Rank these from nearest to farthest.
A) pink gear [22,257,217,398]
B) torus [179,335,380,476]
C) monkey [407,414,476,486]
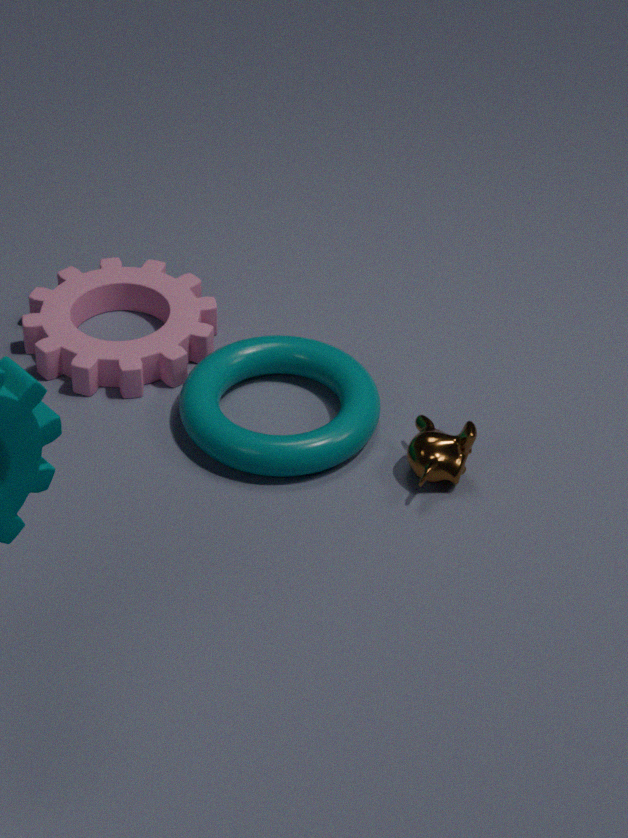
monkey [407,414,476,486] < torus [179,335,380,476] < pink gear [22,257,217,398]
